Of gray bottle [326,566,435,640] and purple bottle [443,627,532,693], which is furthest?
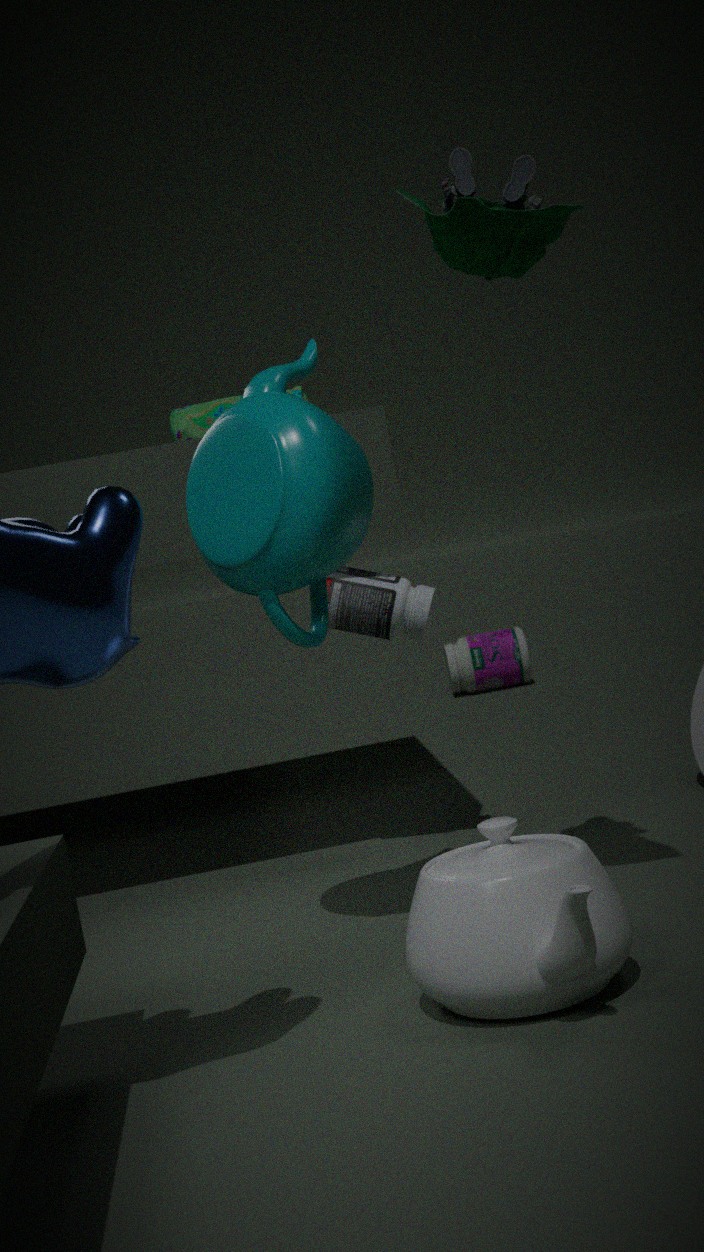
purple bottle [443,627,532,693]
